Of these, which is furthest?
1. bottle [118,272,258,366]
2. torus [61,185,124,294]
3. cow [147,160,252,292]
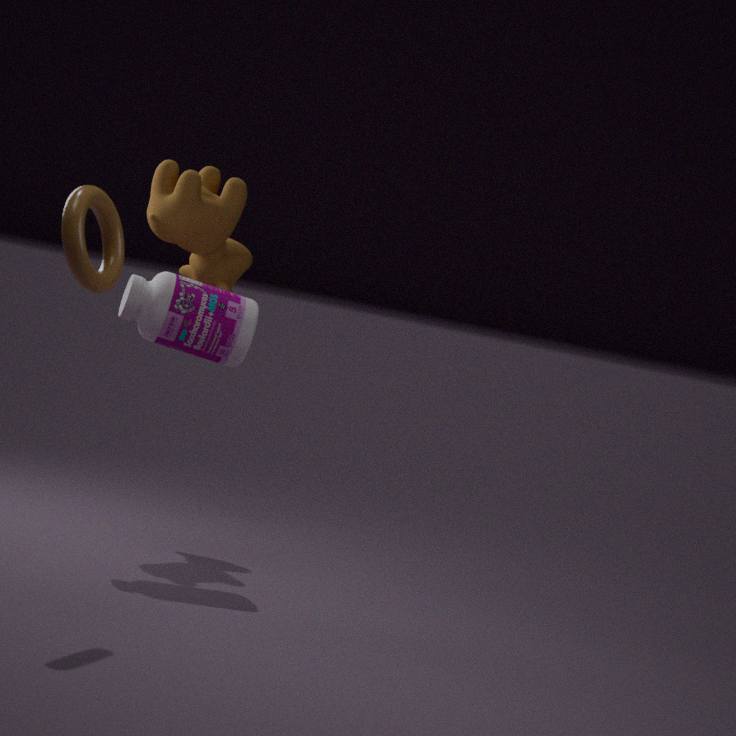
cow [147,160,252,292]
